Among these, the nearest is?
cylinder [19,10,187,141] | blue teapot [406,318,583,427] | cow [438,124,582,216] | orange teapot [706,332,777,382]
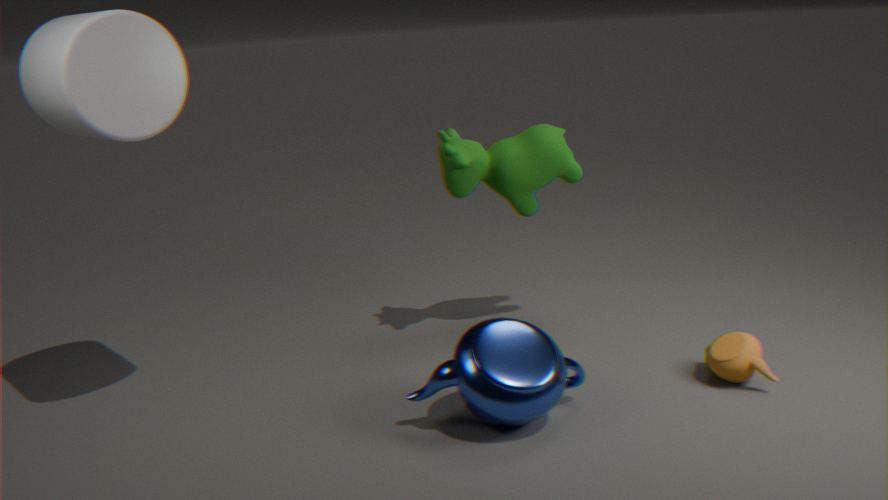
cylinder [19,10,187,141]
